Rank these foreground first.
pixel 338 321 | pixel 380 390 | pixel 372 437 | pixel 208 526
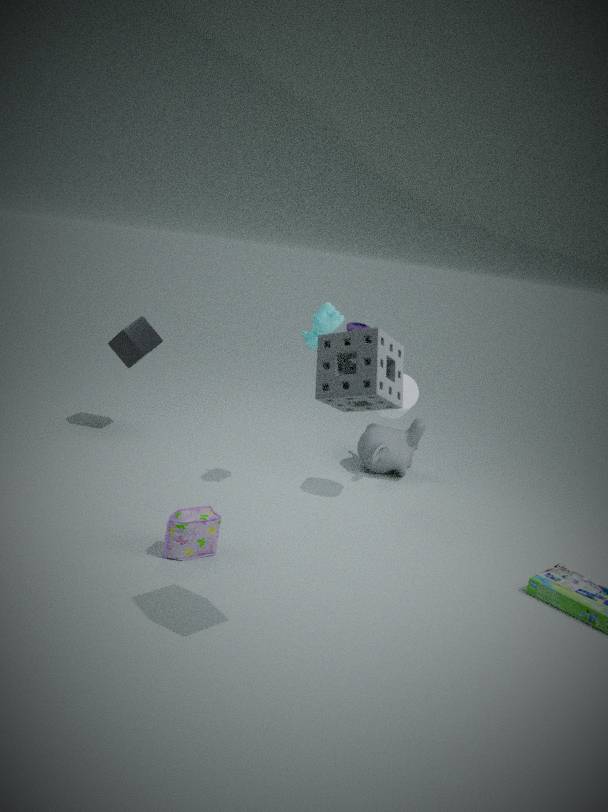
pixel 380 390, pixel 208 526, pixel 338 321, pixel 372 437
